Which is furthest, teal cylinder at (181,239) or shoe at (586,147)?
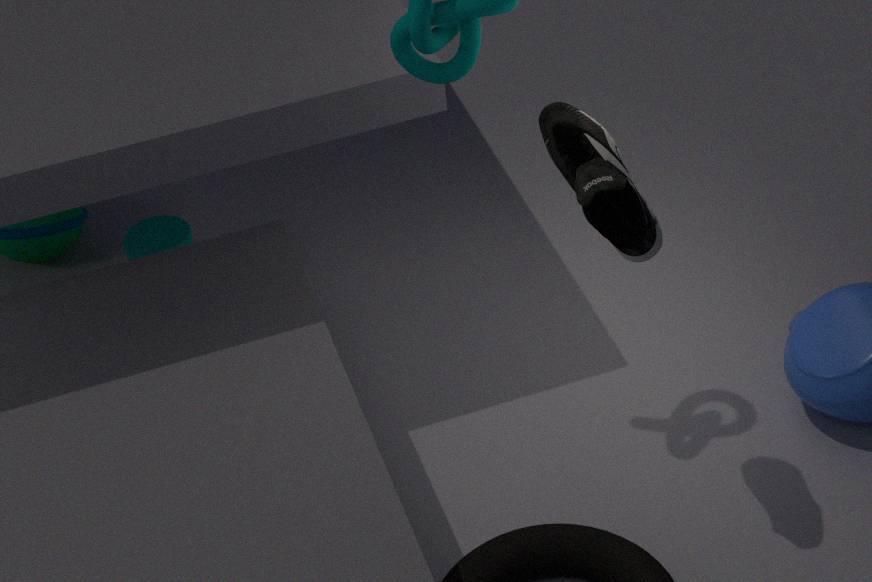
teal cylinder at (181,239)
